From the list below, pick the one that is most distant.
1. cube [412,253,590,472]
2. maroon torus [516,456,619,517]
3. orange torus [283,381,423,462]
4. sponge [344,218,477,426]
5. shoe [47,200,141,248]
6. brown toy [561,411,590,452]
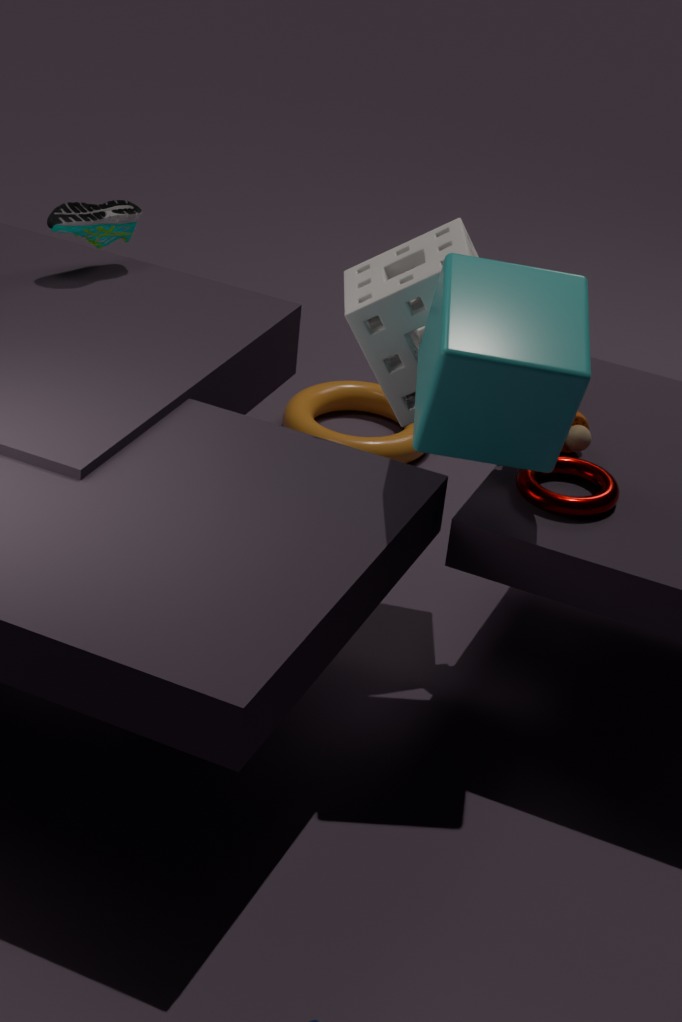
orange torus [283,381,423,462]
